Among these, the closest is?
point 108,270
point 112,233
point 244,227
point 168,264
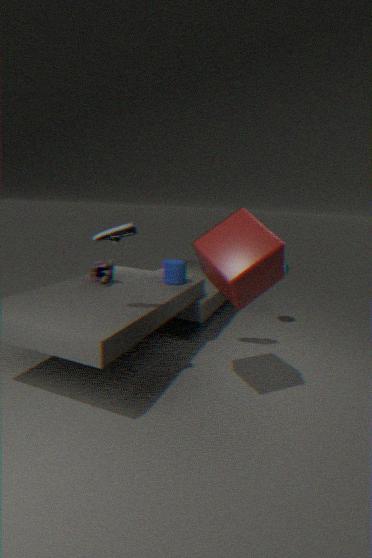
point 244,227
